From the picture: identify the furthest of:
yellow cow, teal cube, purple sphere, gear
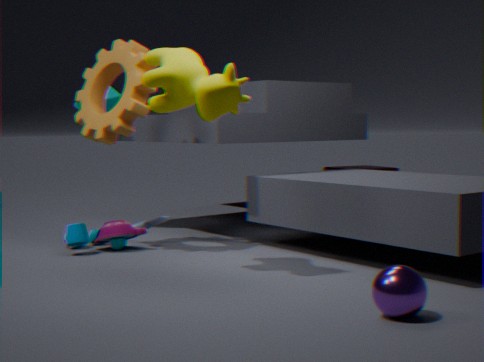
teal cube
